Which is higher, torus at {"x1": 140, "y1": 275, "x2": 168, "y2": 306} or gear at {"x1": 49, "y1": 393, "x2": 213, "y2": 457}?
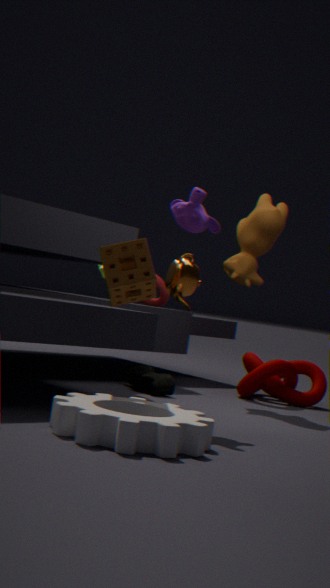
torus at {"x1": 140, "y1": 275, "x2": 168, "y2": 306}
